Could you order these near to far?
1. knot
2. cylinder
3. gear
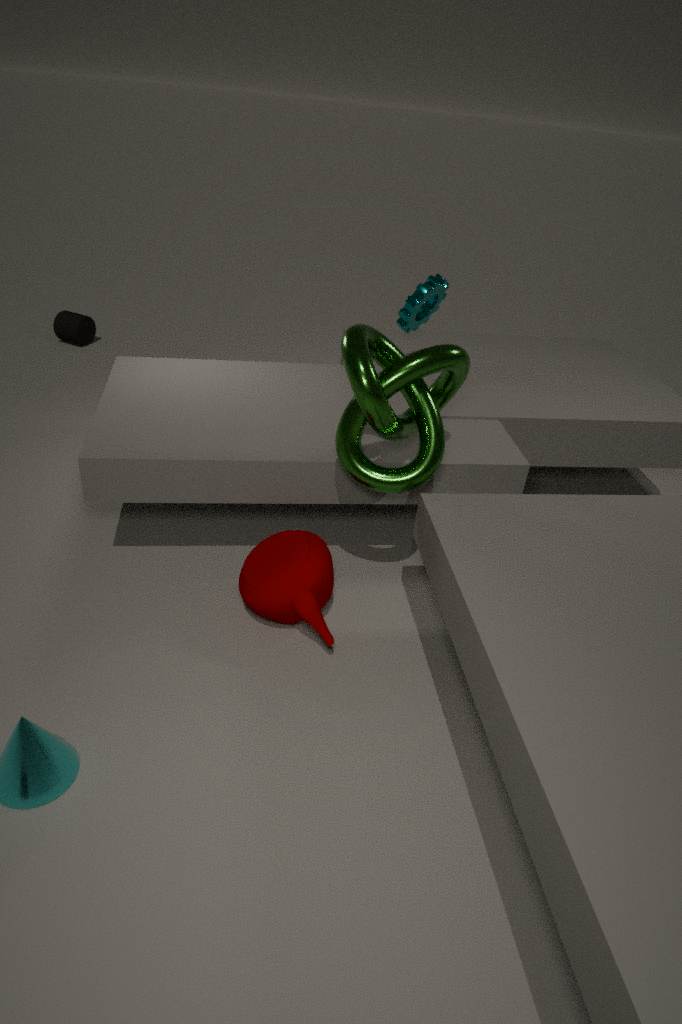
knot, gear, cylinder
